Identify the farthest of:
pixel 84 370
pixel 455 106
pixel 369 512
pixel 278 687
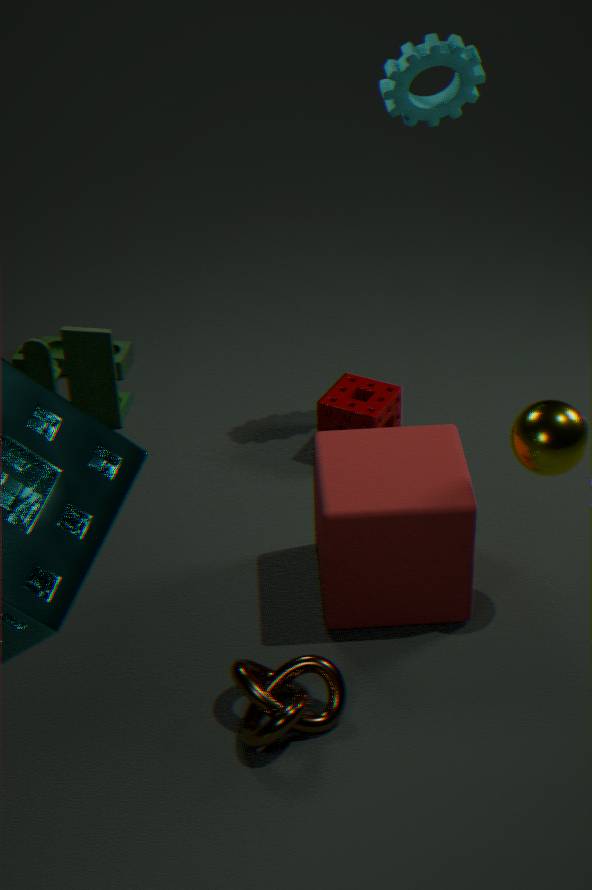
pixel 84 370
